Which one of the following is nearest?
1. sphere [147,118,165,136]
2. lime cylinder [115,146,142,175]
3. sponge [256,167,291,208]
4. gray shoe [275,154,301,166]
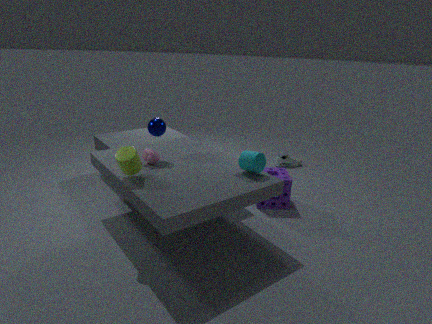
lime cylinder [115,146,142,175]
